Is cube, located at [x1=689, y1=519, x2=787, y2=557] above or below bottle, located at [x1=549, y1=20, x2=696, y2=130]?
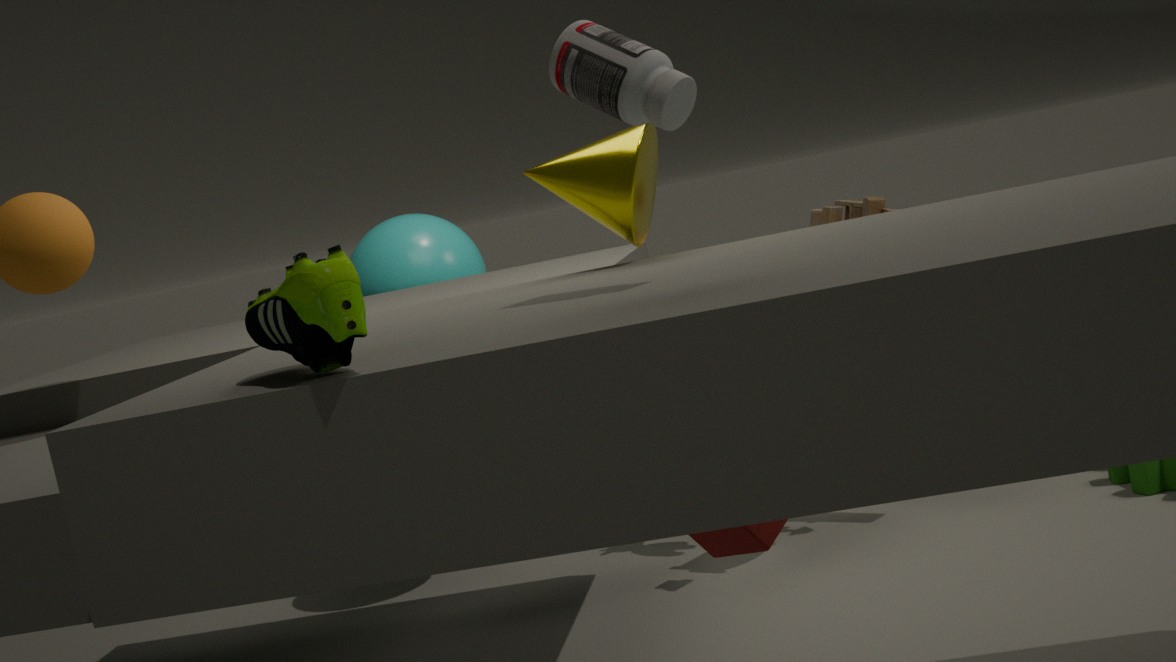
below
